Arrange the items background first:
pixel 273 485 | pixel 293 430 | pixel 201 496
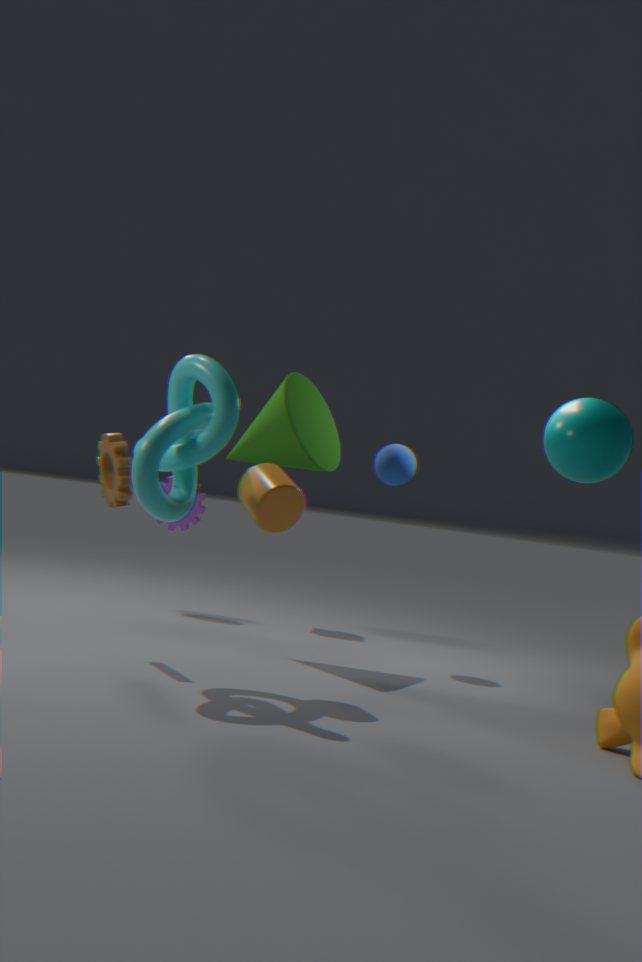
pixel 201 496, pixel 293 430, pixel 273 485
